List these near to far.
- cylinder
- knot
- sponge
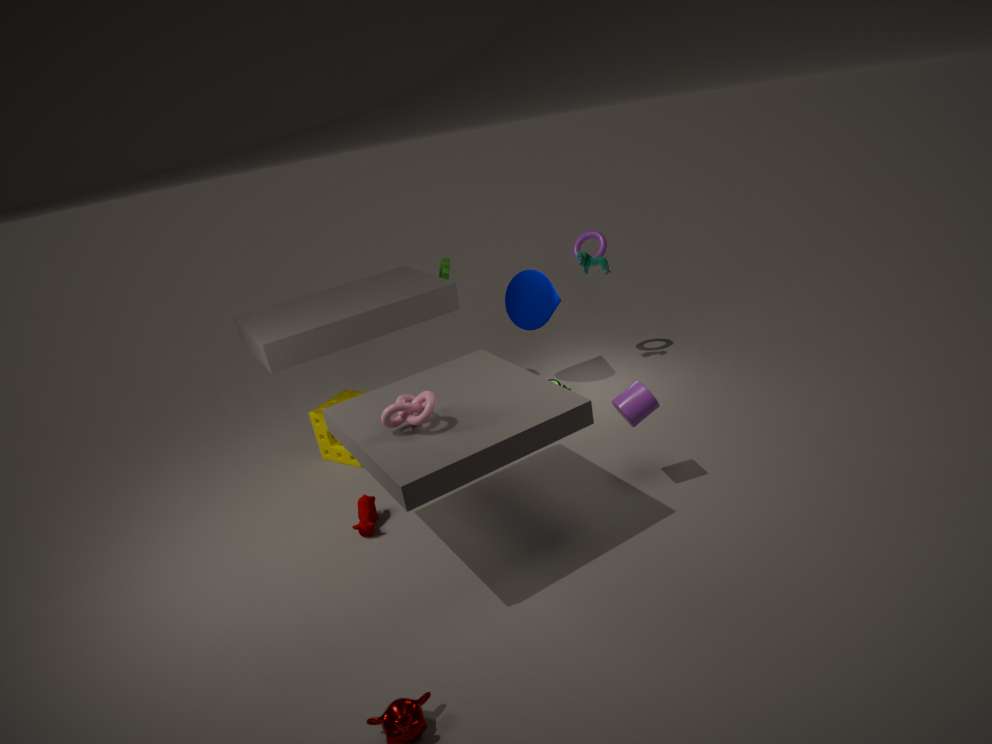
knot
cylinder
sponge
